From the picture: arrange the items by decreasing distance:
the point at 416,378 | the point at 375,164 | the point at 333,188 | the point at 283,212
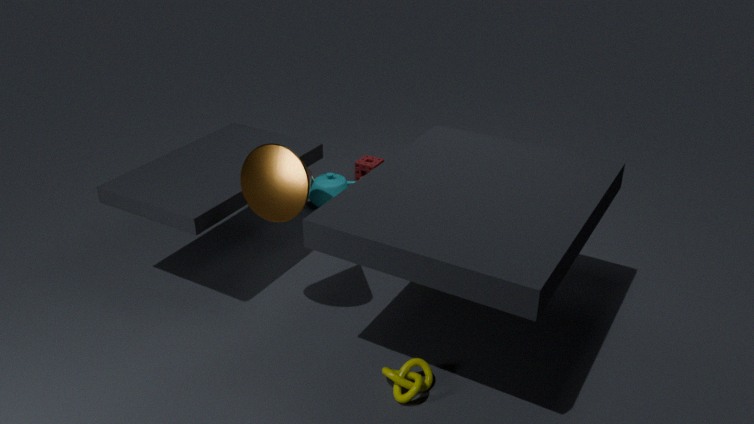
the point at 375,164, the point at 333,188, the point at 283,212, the point at 416,378
